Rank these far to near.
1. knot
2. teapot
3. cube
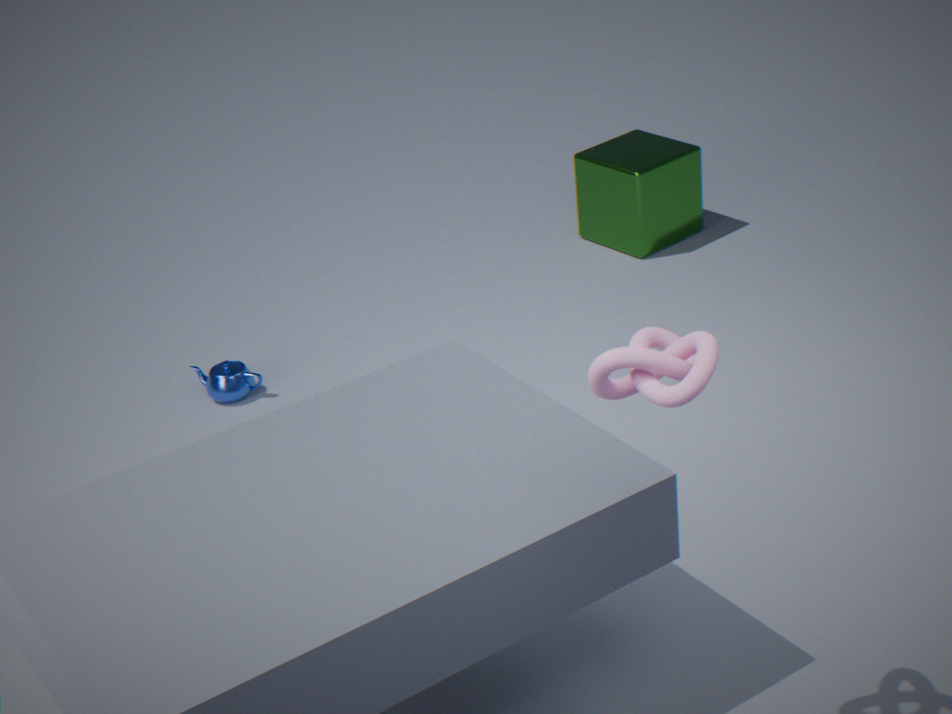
cube < teapot < knot
